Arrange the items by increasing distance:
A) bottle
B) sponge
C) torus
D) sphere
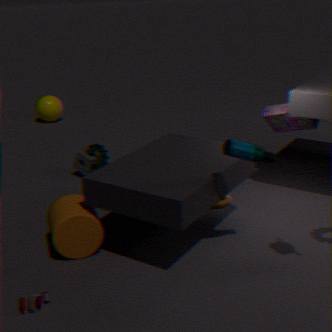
bottle
torus
sponge
sphere
